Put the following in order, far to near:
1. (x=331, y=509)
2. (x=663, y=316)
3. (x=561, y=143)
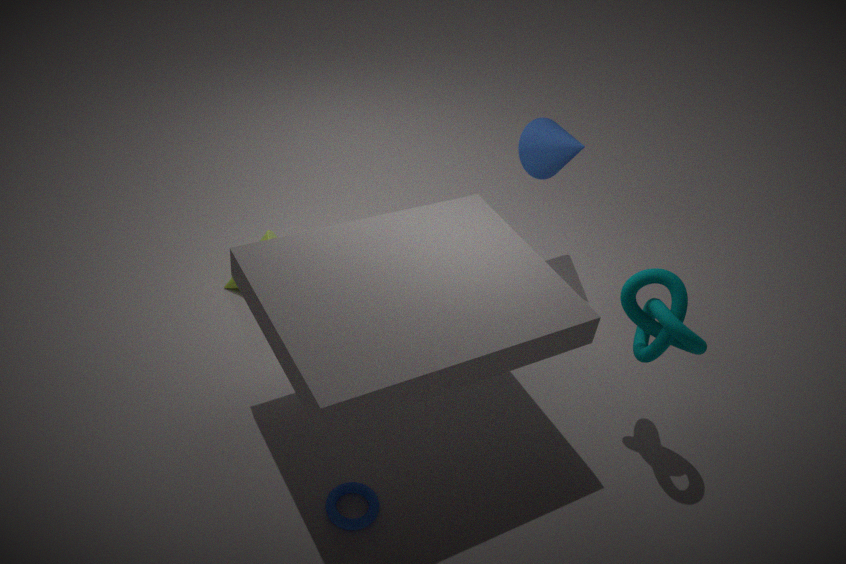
(x=561, y=143) < (x=663, y=316) < (x=331, y=509)
